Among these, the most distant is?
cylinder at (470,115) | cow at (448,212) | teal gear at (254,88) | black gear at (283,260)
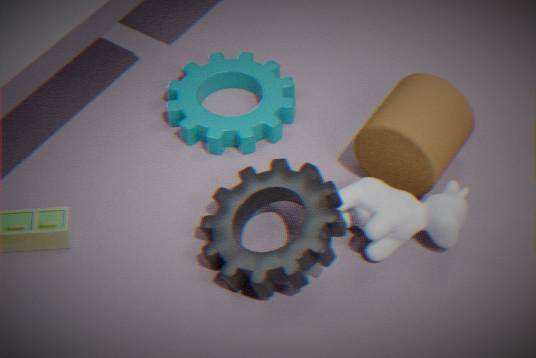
teal gear at (254,88)
